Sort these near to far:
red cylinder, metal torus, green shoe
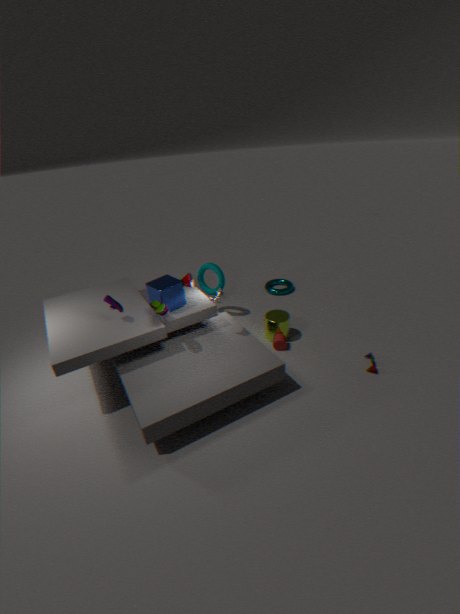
green shoe < red cylinder < metal torus
